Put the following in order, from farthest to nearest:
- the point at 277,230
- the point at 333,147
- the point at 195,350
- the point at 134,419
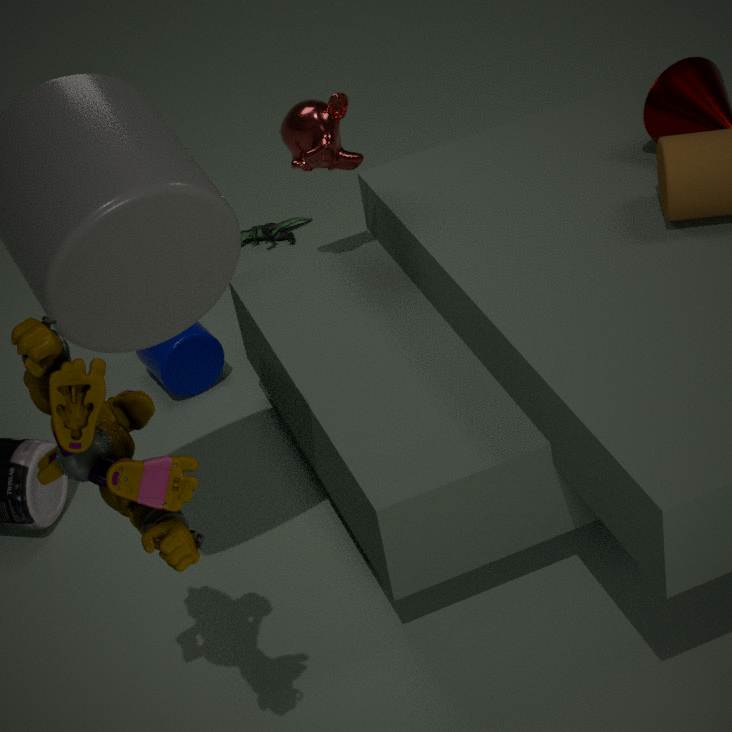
the point at 277,230 → the point at 195,350 → the point at 333,147 → the point at 134,419
